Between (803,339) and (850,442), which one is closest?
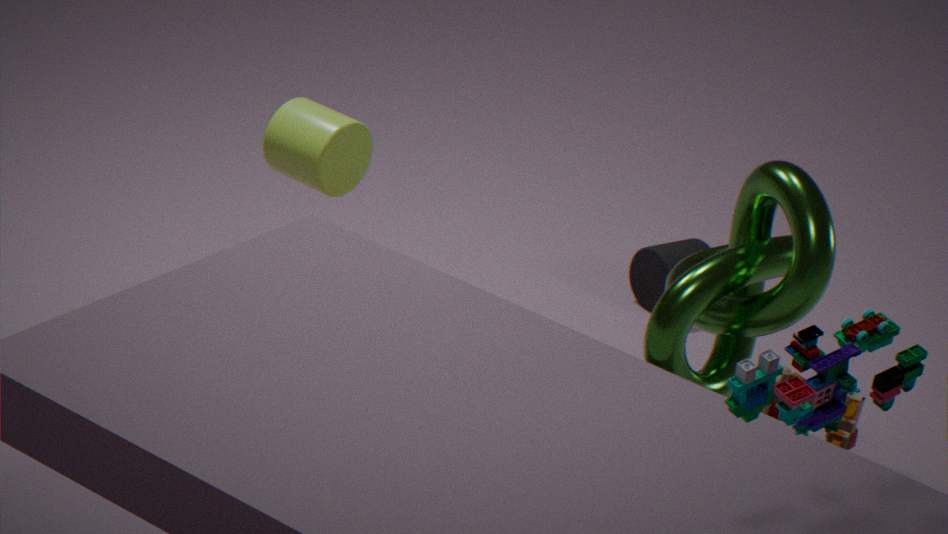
(803,339)
